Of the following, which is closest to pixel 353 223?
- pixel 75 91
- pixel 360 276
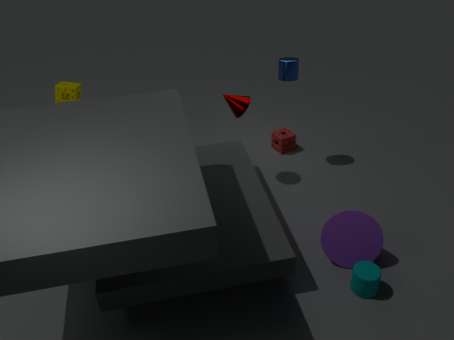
pixel 360 276
